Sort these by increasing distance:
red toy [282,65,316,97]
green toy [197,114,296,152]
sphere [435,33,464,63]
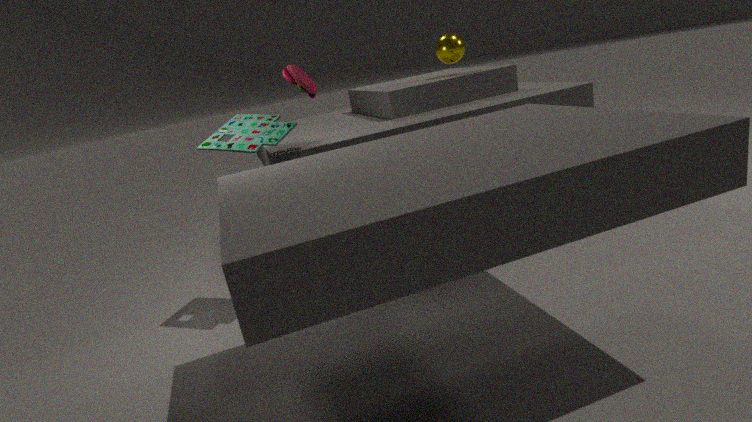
green toy [197,114,296,152] < red toy [282,65,316,97] < sphere [435,33,464,63]
